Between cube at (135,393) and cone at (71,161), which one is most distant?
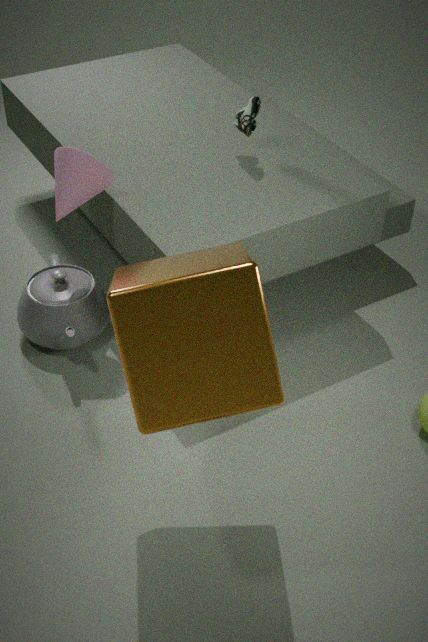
cone at (71,161)
